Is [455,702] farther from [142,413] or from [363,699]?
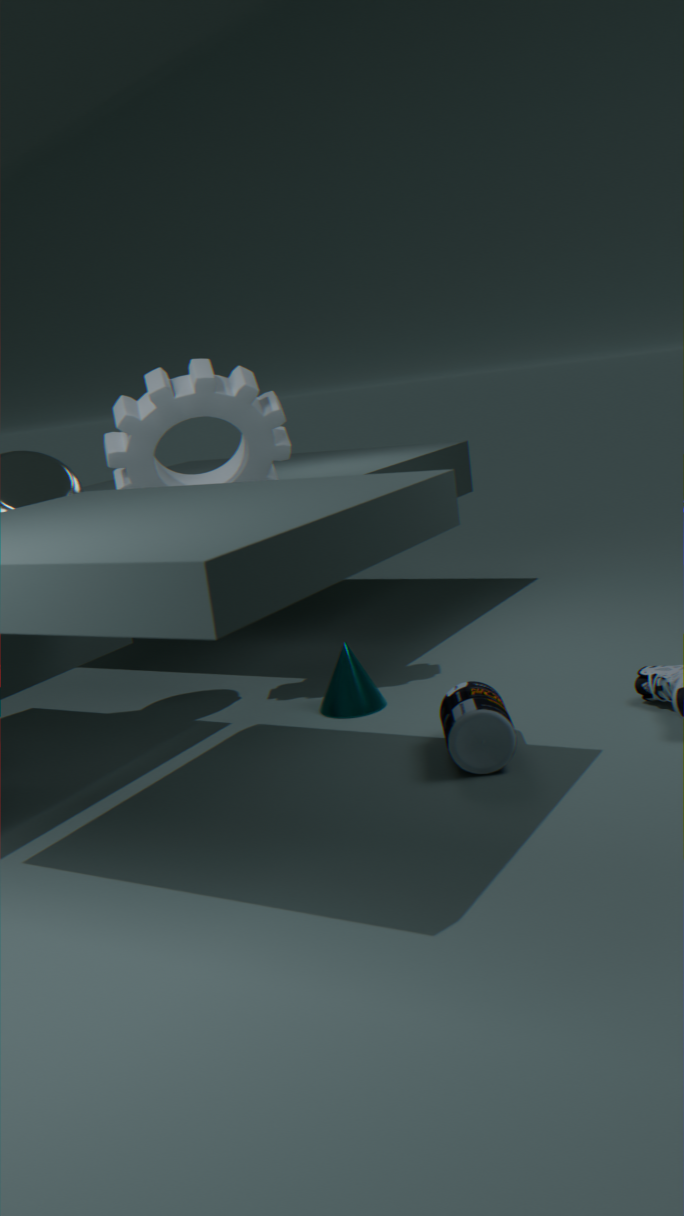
[142,413]
